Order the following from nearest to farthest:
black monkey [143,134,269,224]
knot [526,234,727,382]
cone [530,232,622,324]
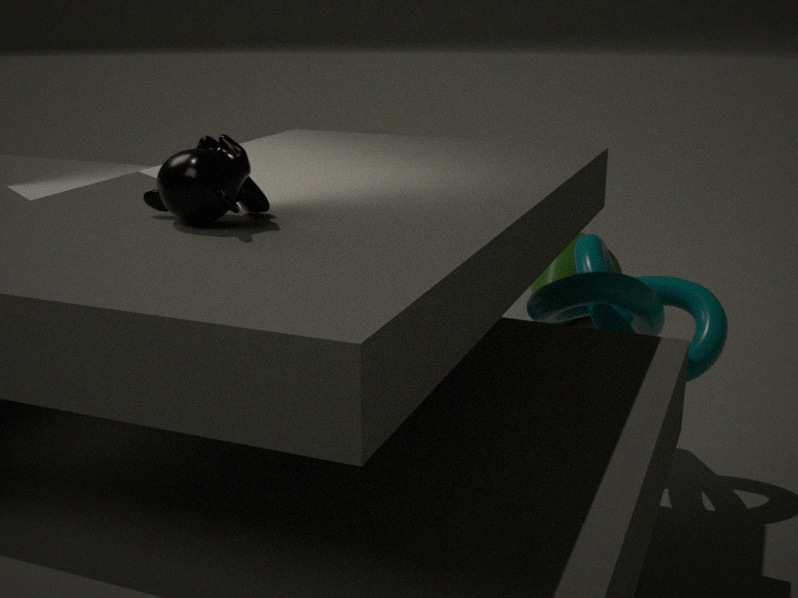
1. black monkey [143,134,269,224]
2. knot [526,234,727,382]
3. cone [530,232,622,324]
